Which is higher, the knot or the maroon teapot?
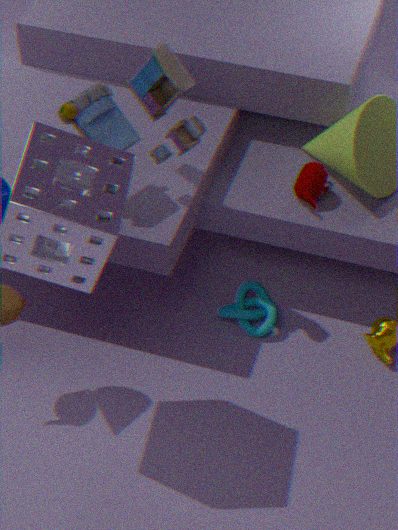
the maroon teapot
